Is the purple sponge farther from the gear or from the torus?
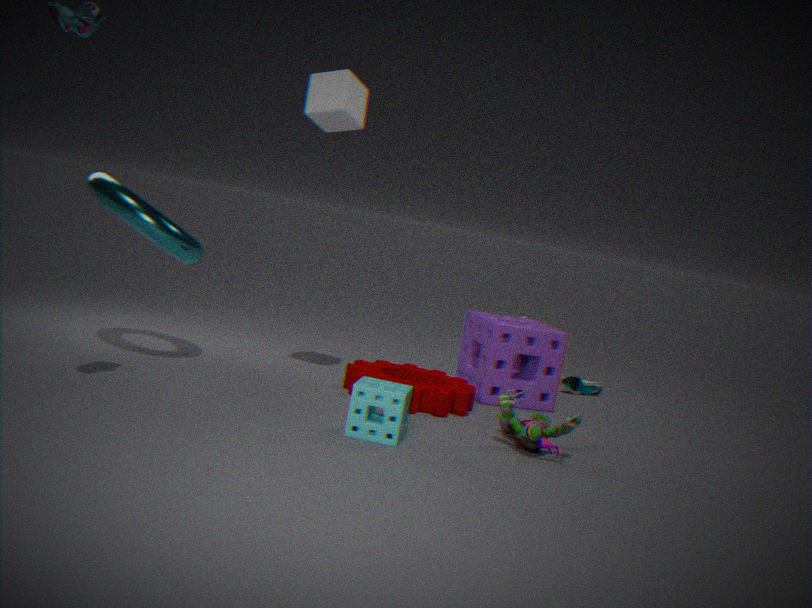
the torus
